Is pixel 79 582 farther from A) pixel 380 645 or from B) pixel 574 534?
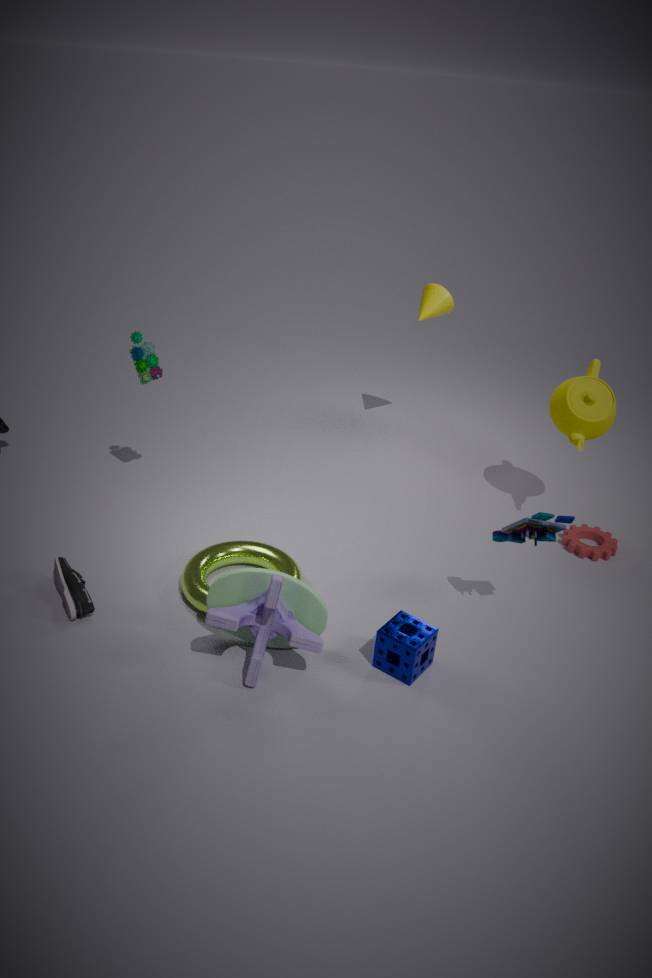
B) pixel 574 534
